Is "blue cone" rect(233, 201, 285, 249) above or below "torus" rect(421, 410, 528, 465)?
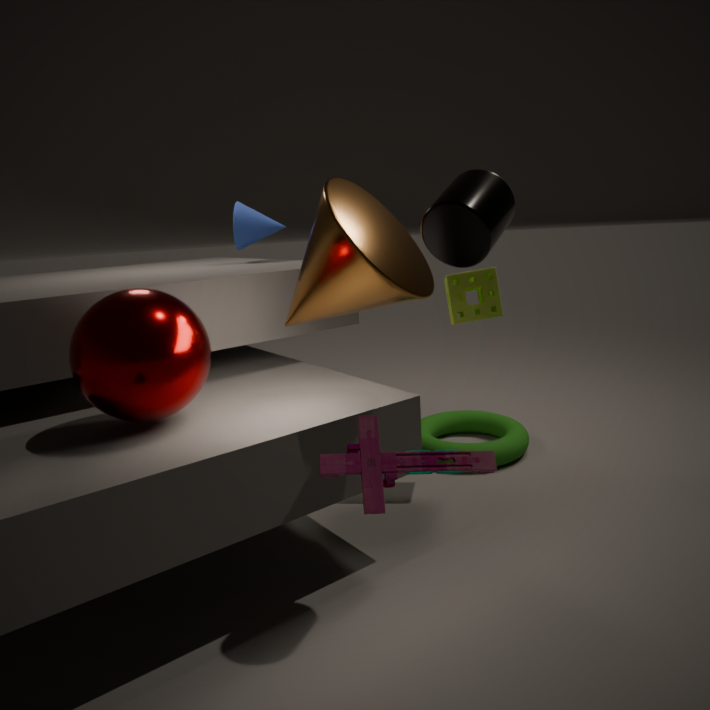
above
